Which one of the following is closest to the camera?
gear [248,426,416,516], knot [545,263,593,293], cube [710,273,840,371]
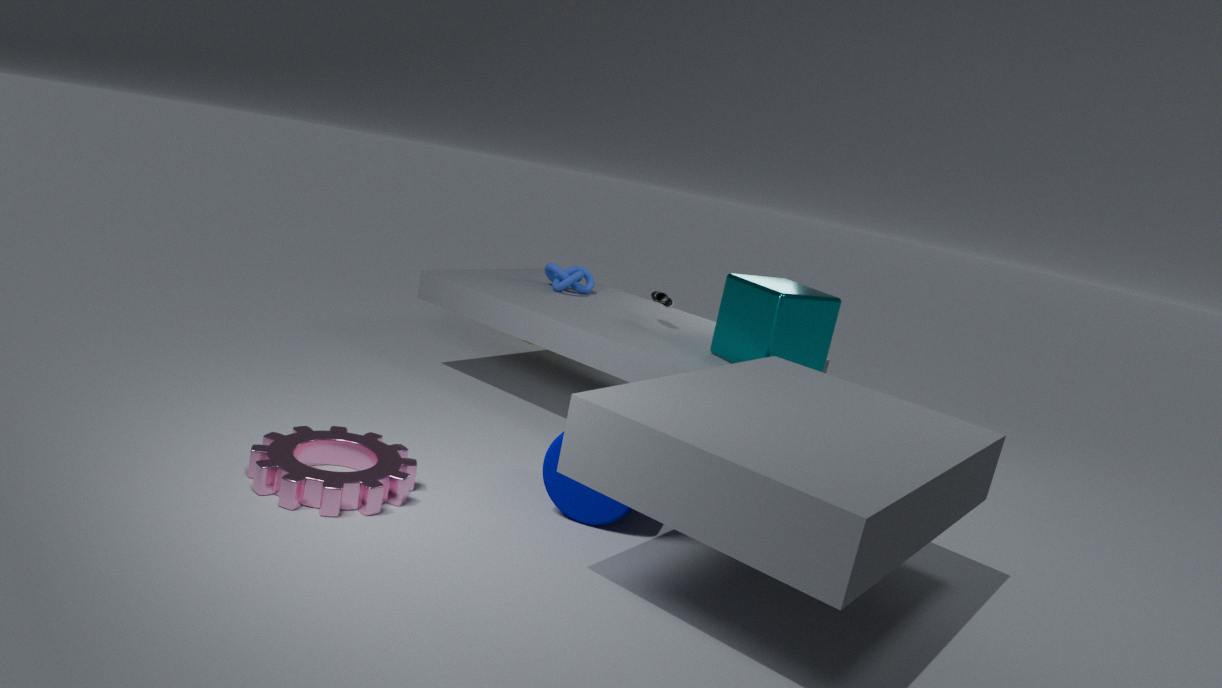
gear [248,426,416,516]
